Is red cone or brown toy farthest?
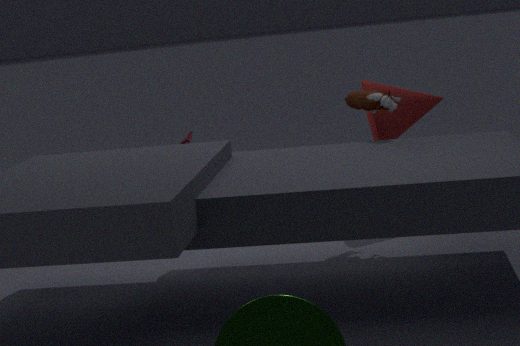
red cone
